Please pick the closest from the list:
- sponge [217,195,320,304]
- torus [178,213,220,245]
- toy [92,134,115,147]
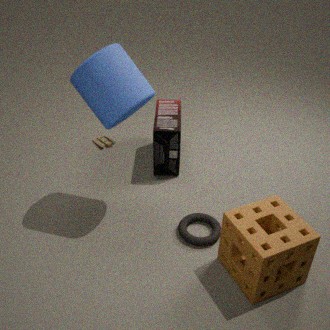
sponge [217,195,320,304]
